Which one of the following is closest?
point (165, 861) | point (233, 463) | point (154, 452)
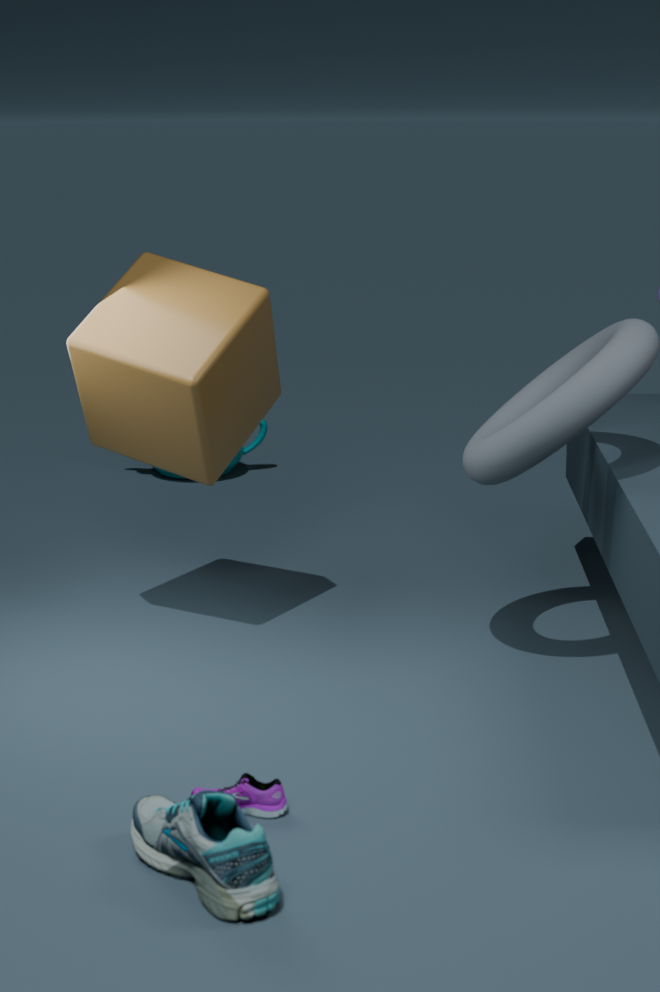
point (165, 861)
